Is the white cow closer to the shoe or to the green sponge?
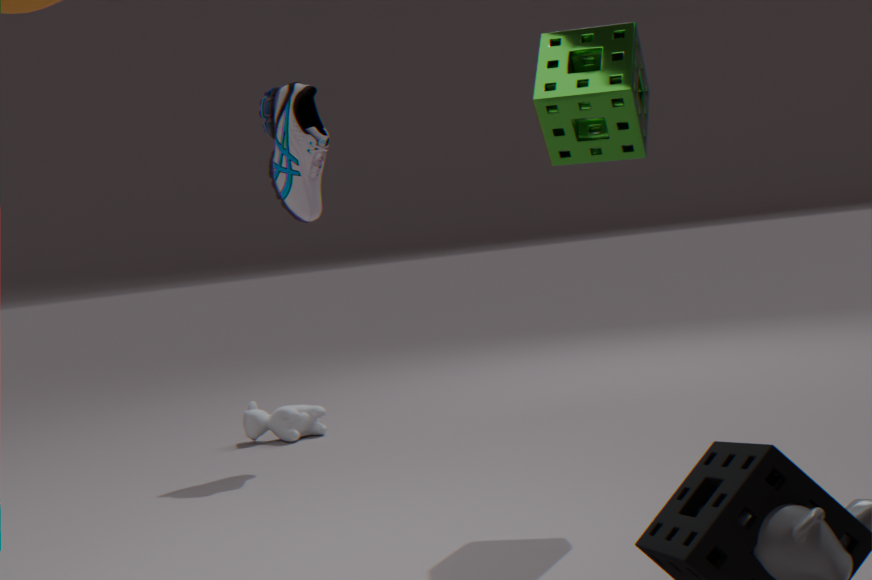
the shoe
